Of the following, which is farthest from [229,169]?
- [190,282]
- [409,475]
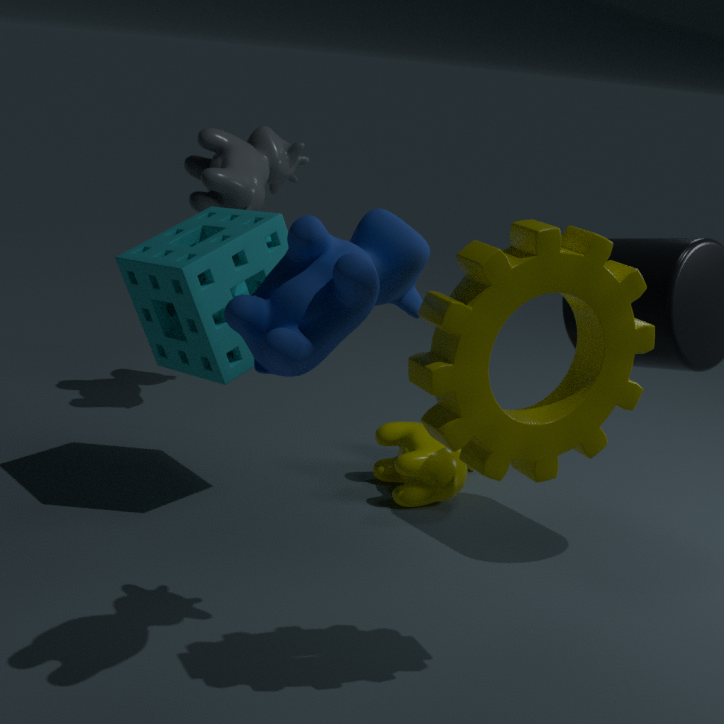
[409,475]
